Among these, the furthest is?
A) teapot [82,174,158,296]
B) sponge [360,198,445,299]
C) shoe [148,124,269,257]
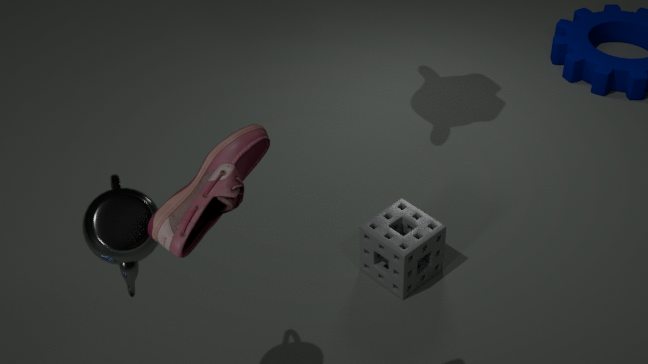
sponge [360,198,445,299]
